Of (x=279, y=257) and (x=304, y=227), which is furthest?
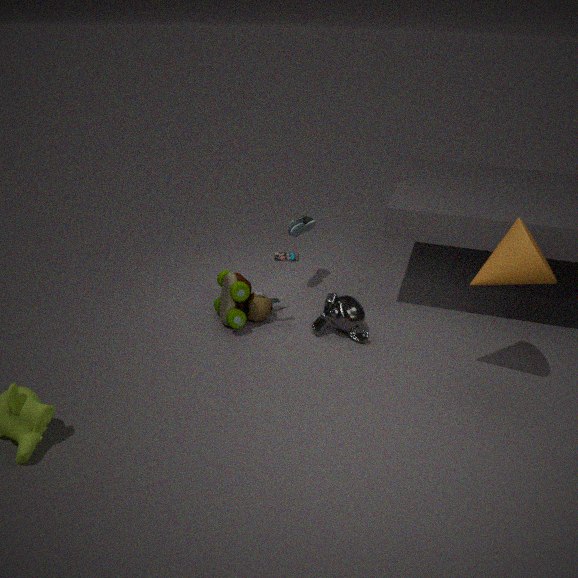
(x=279, y=257)
